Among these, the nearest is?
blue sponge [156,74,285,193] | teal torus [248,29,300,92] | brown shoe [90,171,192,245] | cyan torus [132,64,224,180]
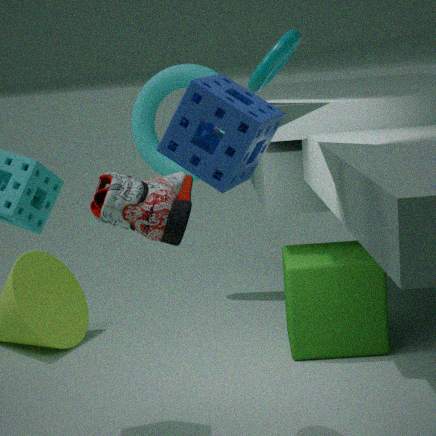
blue sponge [156,74,285,193]
